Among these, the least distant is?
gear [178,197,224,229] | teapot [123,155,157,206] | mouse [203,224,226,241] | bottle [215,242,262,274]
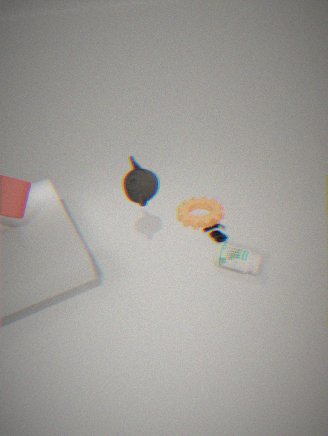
teapot [123,155,157,206]
